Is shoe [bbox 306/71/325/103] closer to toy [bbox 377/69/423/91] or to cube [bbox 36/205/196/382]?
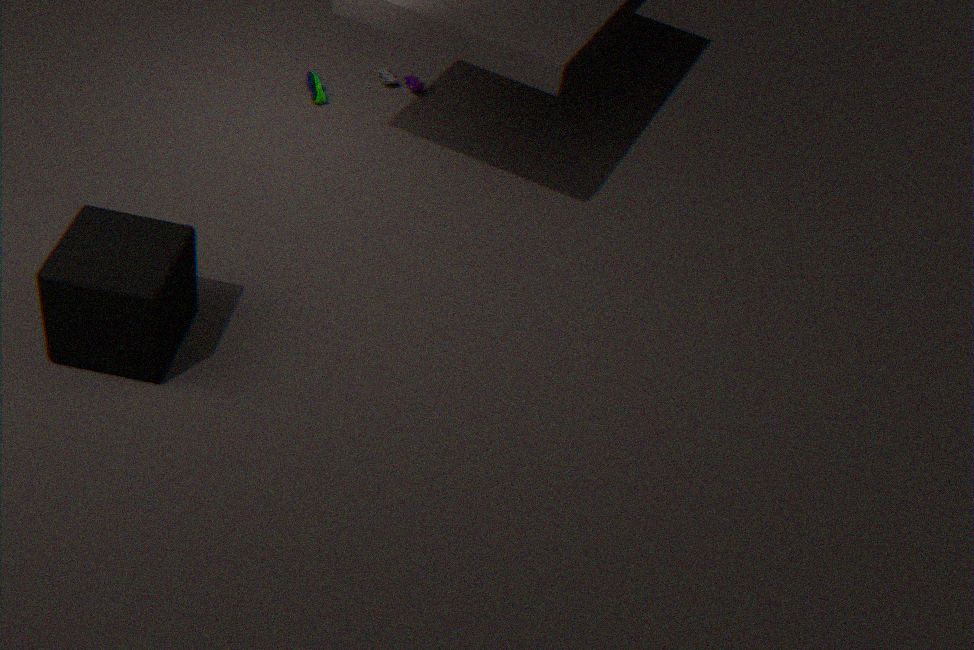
toy [bbox 377/69/423/91]
